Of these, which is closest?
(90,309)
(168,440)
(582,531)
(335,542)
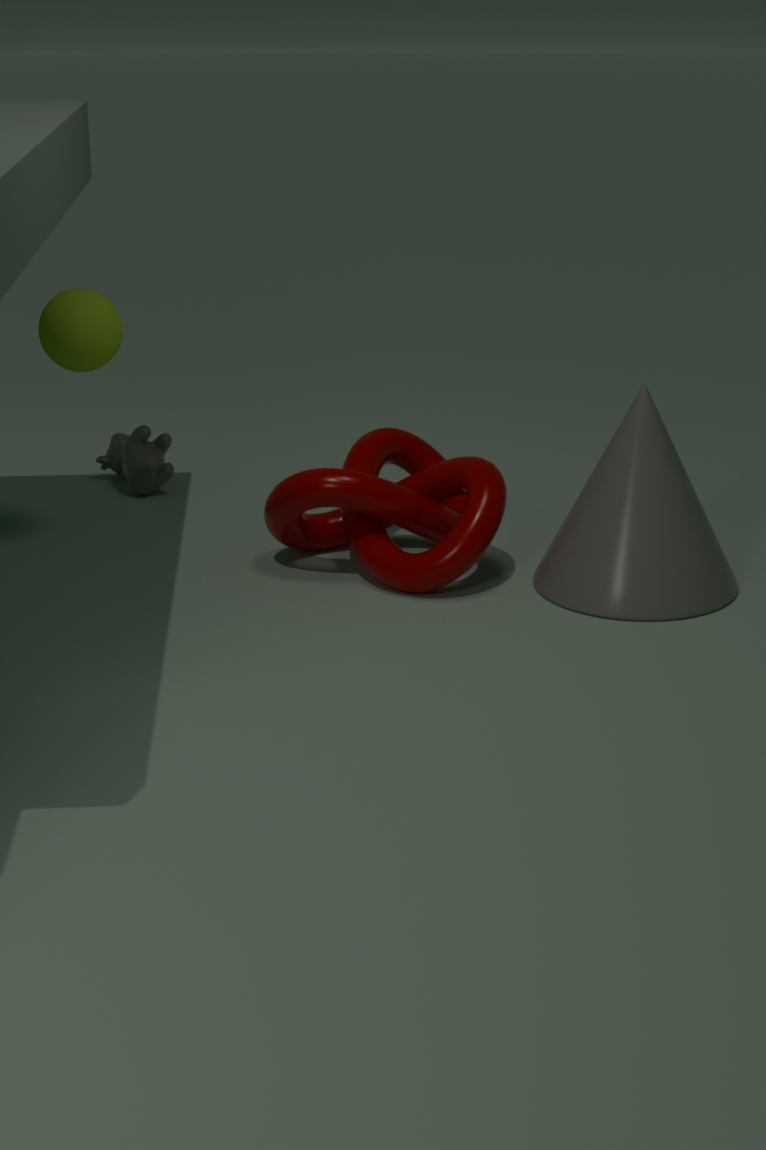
(582,531)
